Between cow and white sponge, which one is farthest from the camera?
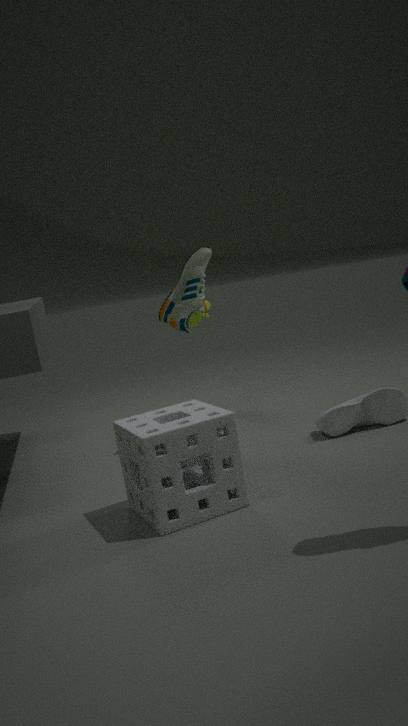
cow
